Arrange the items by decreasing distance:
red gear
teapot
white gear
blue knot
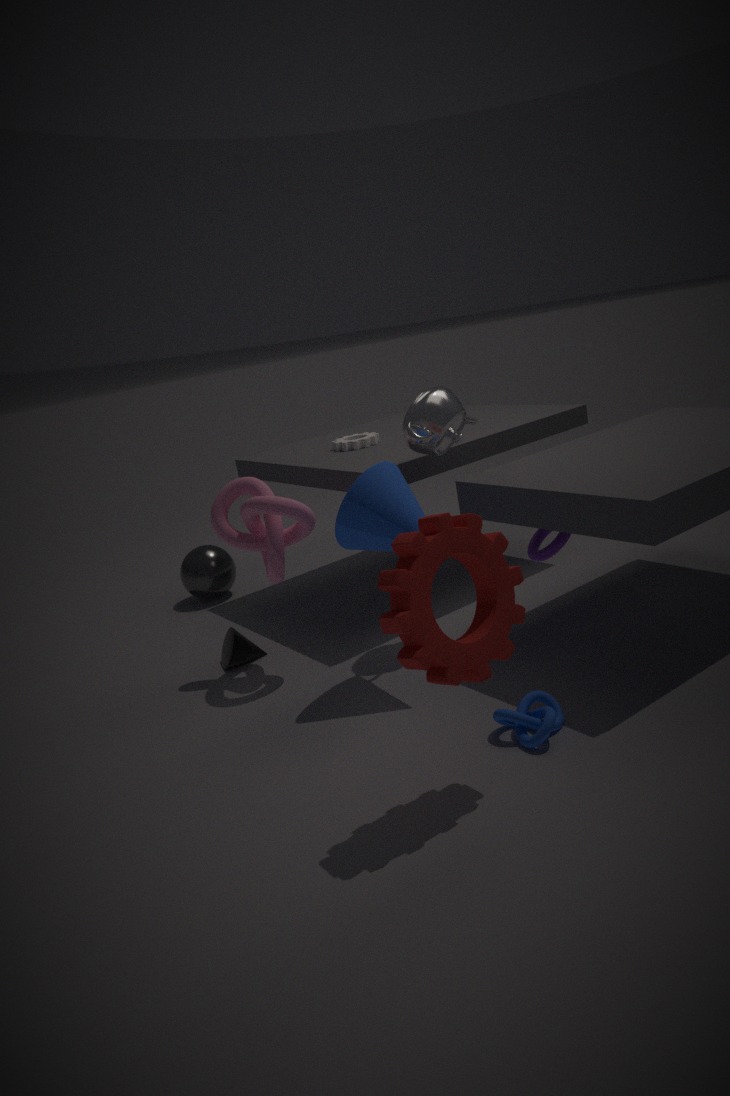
→ 1. white gear
2. teapot
3. blue knot
4. red gear
